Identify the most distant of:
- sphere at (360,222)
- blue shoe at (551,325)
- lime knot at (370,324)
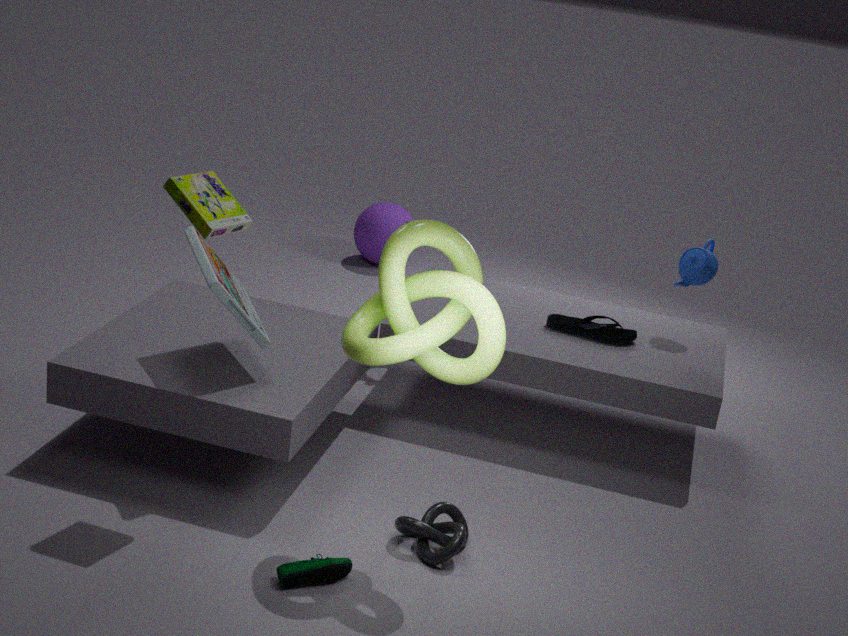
sphere at (360,222)
